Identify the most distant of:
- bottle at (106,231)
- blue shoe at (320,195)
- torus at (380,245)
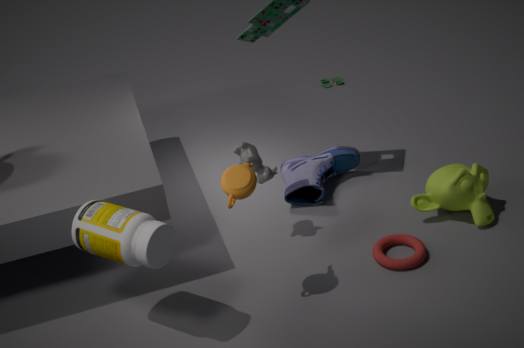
blue shoe at (320,195)
